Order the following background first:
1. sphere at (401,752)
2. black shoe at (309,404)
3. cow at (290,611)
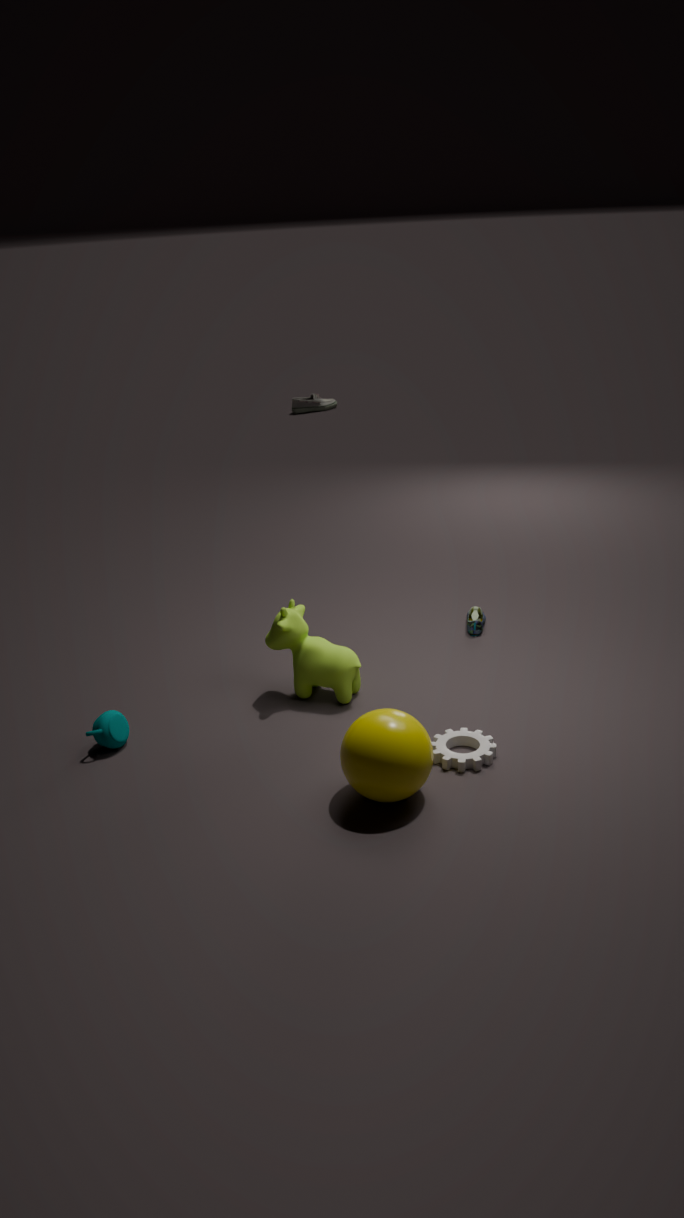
black shoe at (309,404), cow at (290,611), sphere at (401,752)
